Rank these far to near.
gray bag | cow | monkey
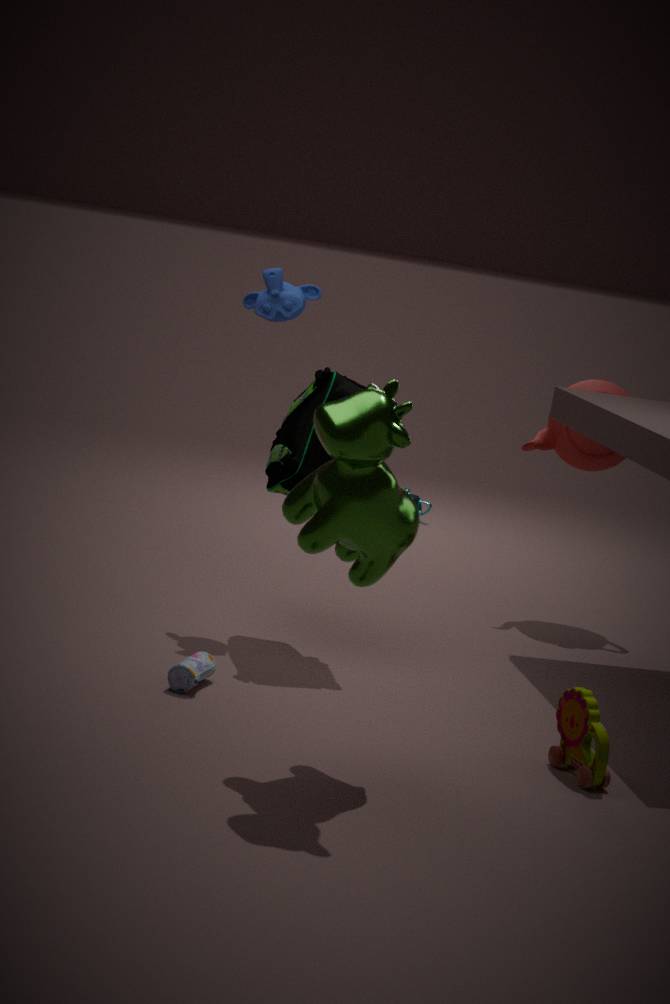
monkey, gray bag, cow
